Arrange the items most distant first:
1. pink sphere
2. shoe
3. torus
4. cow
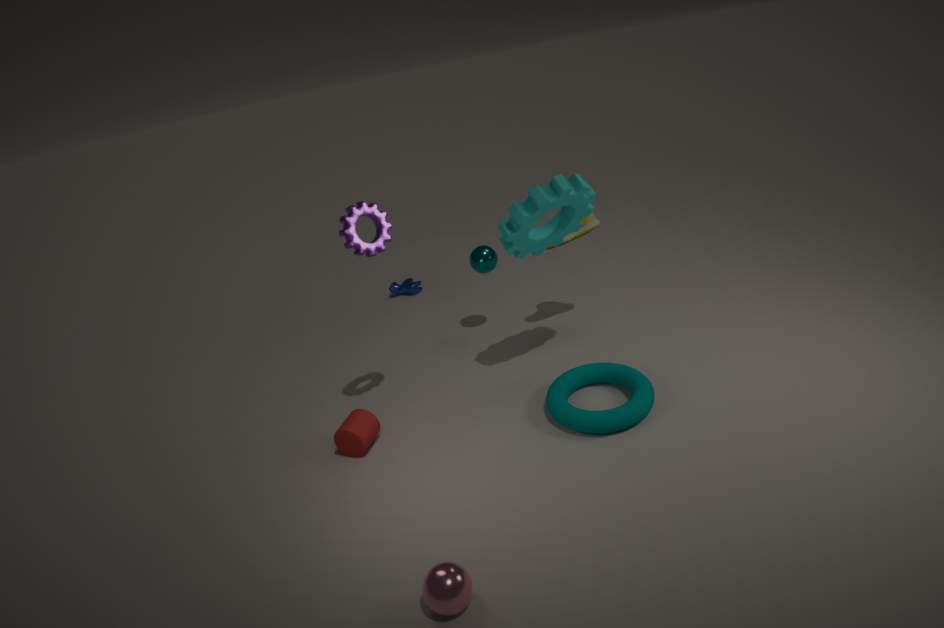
cow
shoe
torus
pink sphere
